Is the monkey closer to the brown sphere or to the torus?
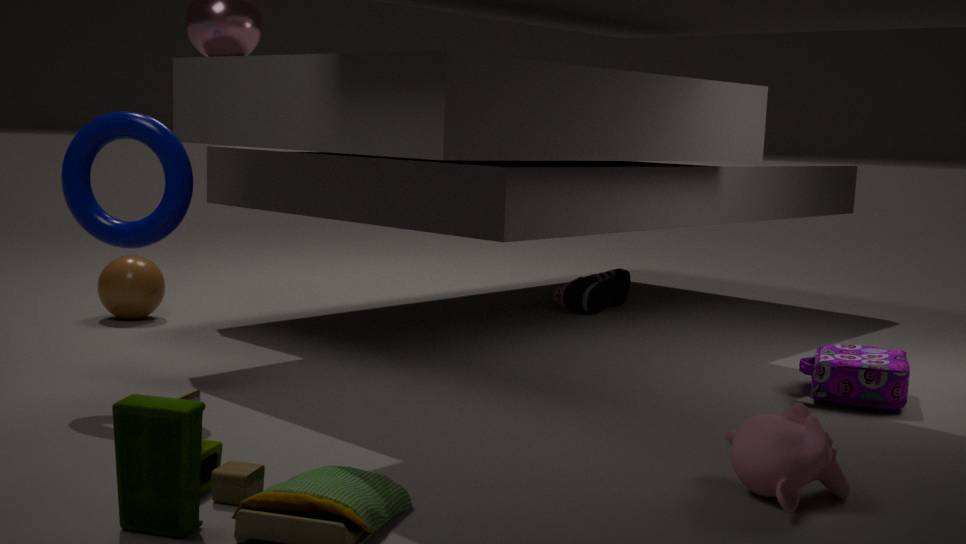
the torus
